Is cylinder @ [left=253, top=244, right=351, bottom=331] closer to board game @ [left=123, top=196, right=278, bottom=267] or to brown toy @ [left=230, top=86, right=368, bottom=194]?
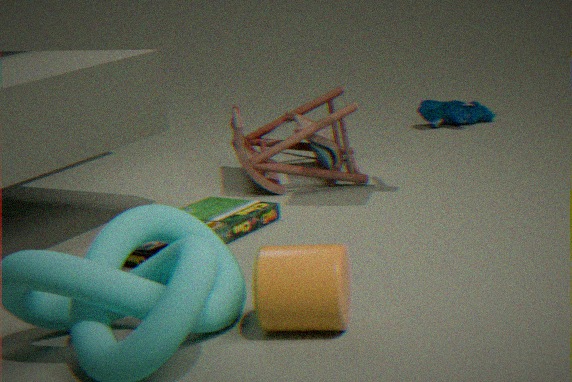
board game @ [left=123, top=196, right=278, bottom=267]
